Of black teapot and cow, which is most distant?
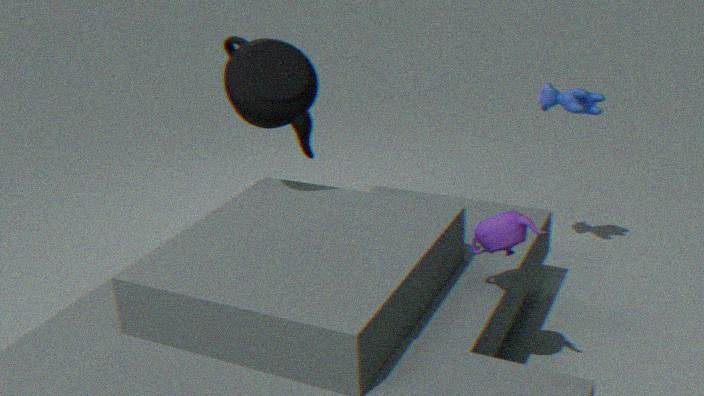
cow
